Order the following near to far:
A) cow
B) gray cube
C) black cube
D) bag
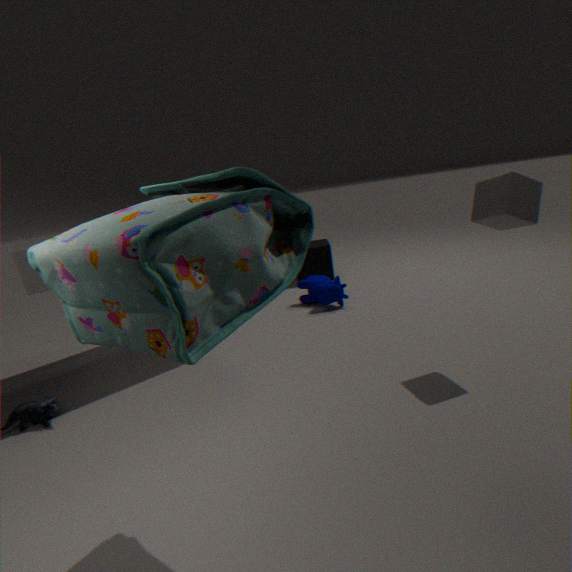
bag
gray cube
cow
black cube
